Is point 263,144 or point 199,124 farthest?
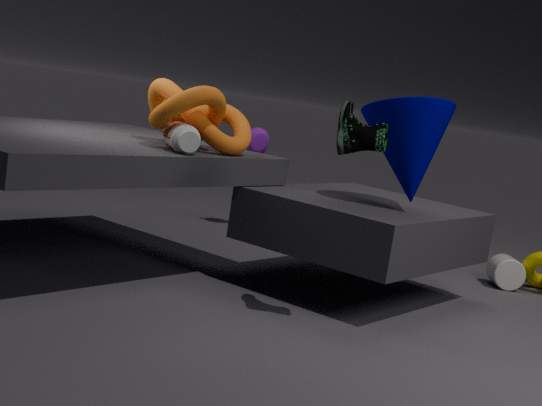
point 263,144
